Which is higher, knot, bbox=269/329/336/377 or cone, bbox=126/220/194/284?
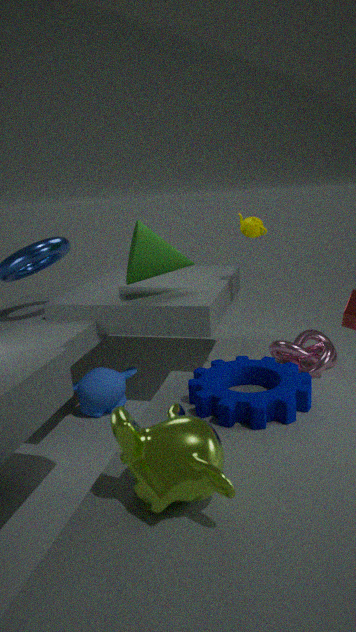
cone, bbox=126/220/194/284
